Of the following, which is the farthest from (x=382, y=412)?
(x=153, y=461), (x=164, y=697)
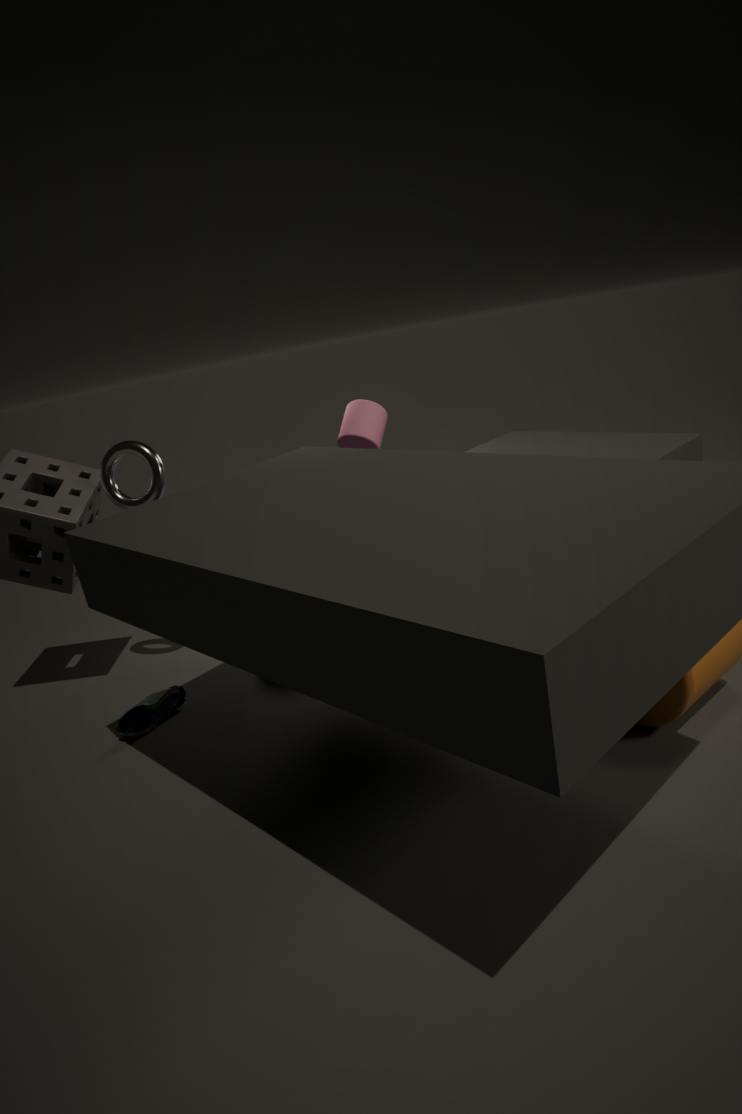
(x=164, y=697)
